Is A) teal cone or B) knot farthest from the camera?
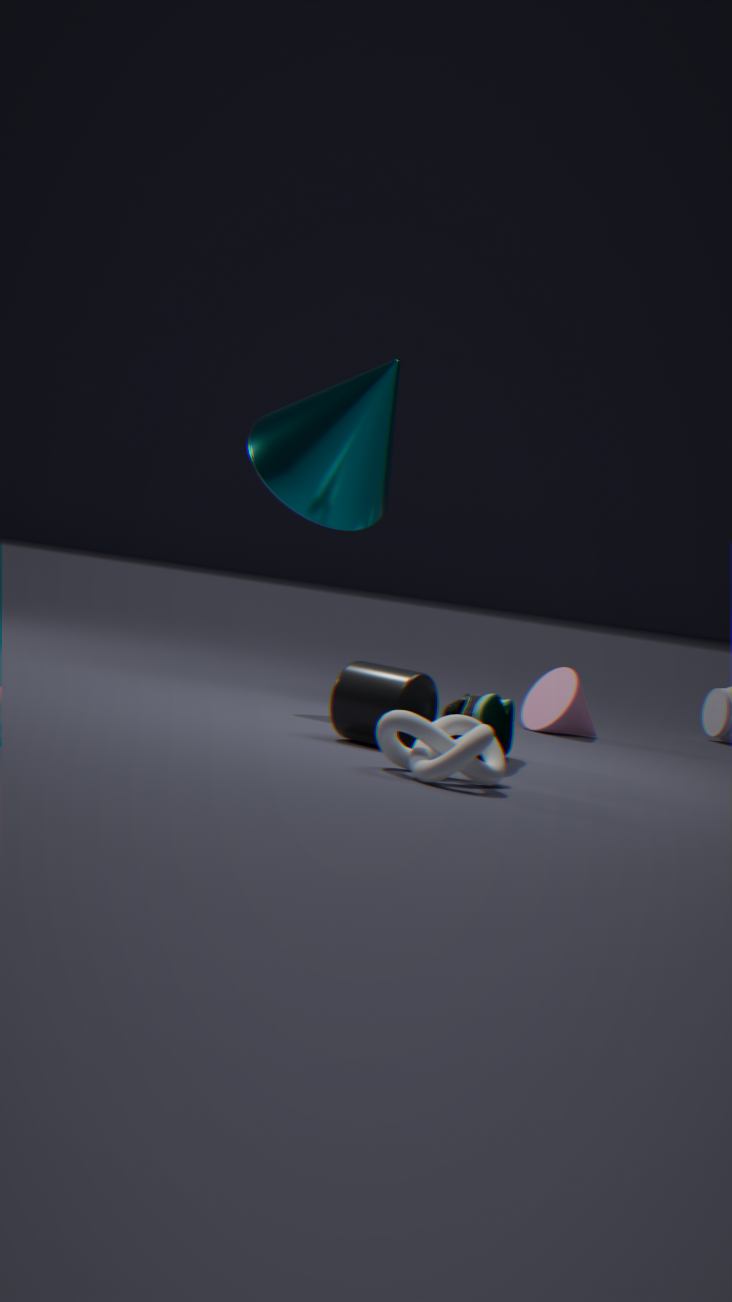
A. teal cone
